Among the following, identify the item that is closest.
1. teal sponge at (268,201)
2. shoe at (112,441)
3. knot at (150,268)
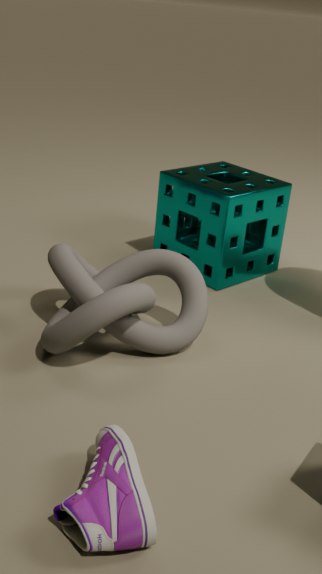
shoe at (112,441)
